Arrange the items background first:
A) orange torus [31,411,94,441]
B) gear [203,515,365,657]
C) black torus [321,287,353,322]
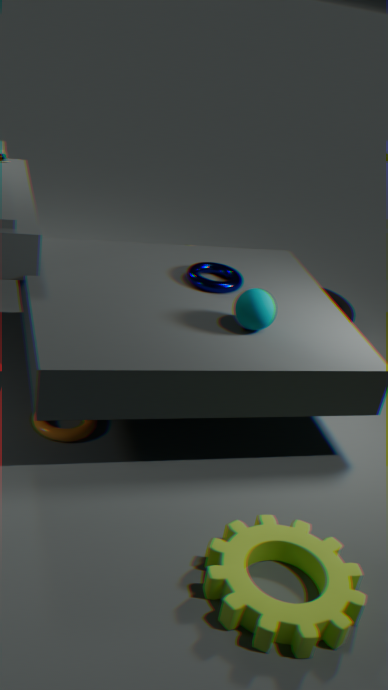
black torus [321,287,353,322], orange torus [31,411,94,441], gear [203,515,365,657]
